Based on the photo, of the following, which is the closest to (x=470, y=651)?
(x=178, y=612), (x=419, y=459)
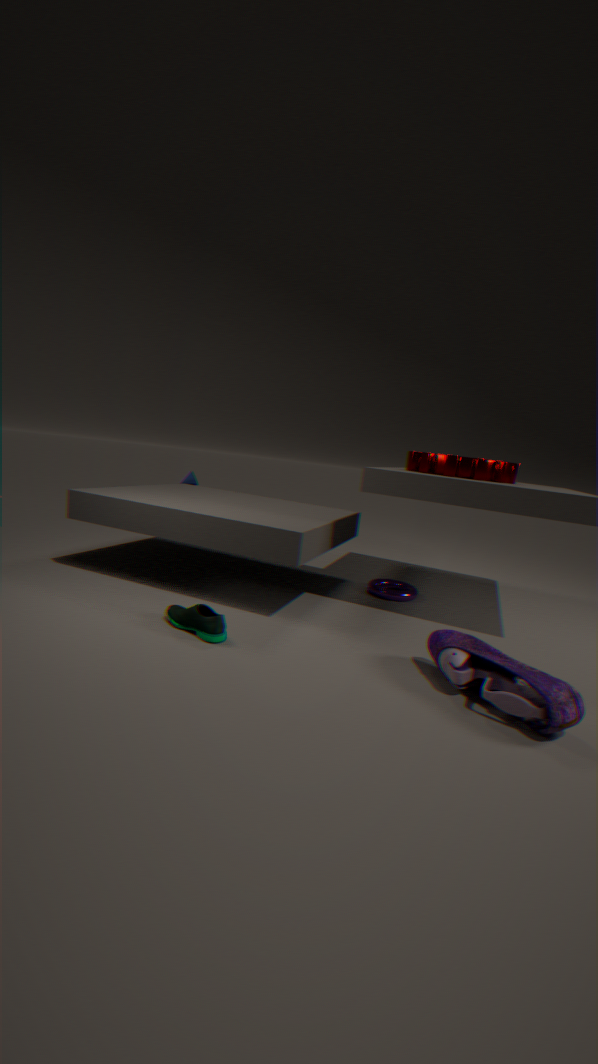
(x=178, y=612)
